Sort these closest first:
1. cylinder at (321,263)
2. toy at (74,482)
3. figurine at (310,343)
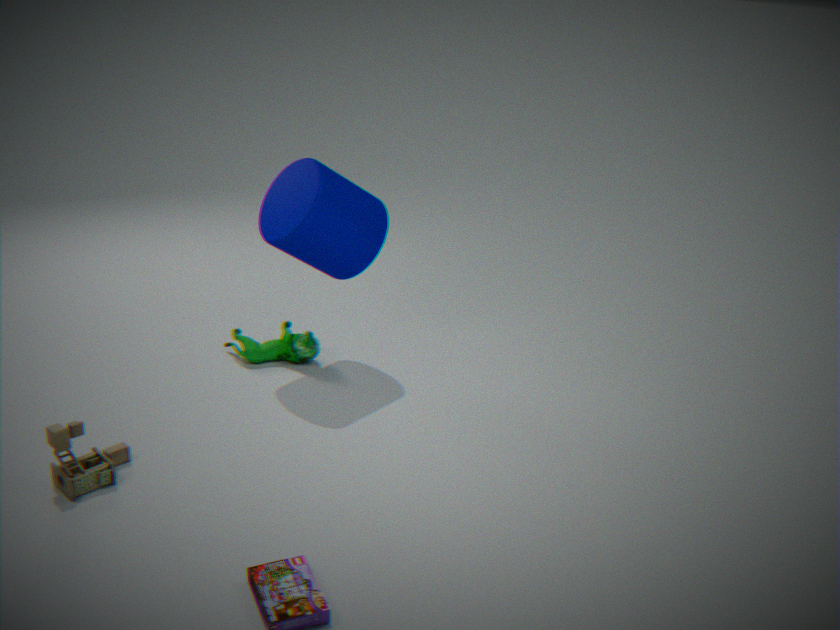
toy at (74,482)
cylinder at (321,263)
figurine at (310,343)
